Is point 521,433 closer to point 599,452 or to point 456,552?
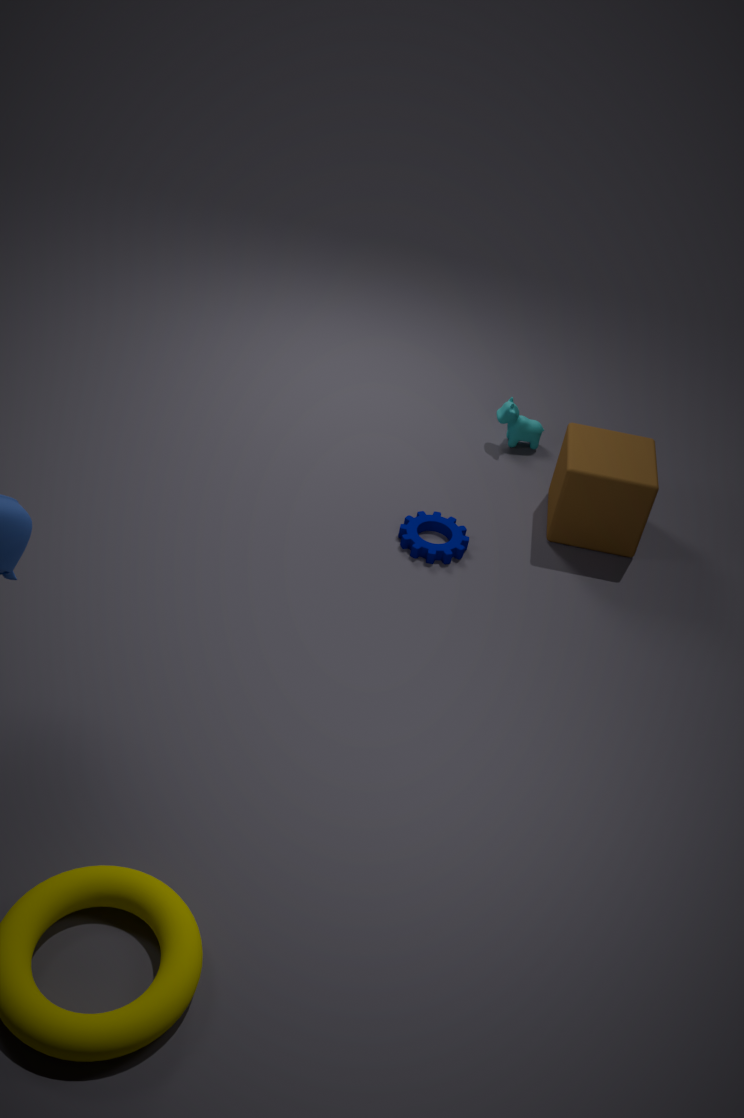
point 599,452
